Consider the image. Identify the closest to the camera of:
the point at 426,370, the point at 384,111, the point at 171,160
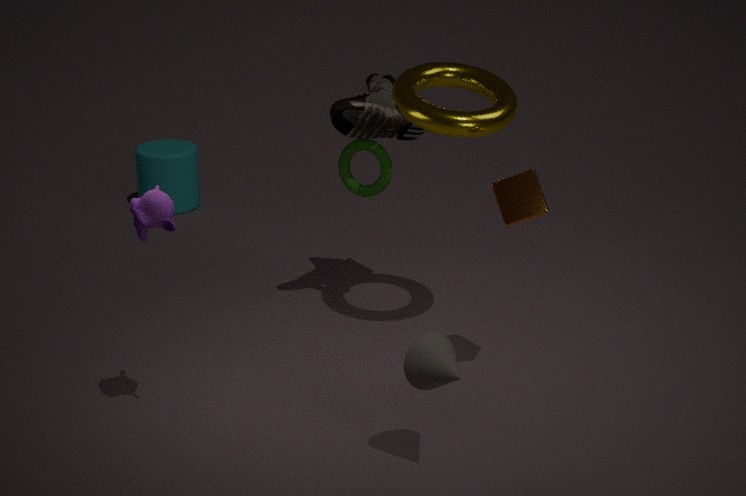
the point at 426,370
